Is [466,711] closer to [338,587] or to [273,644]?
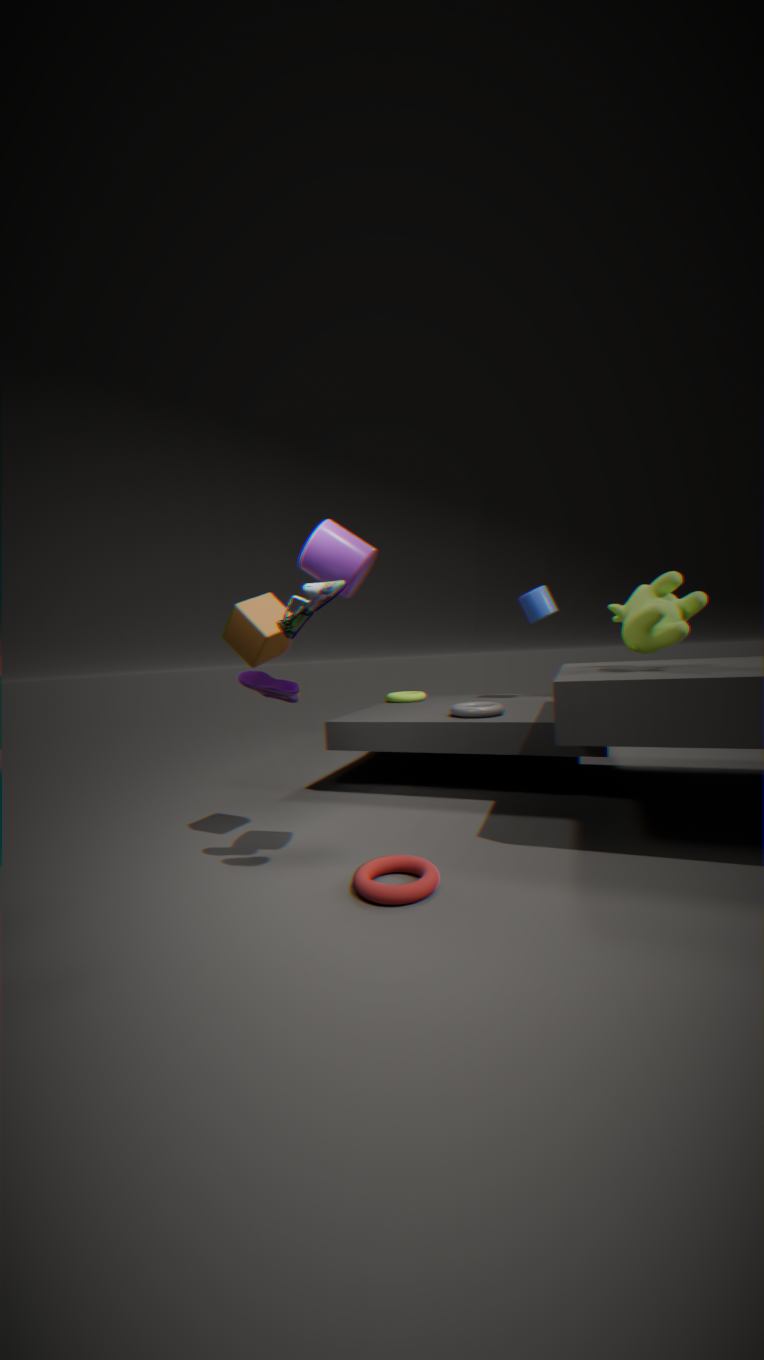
[273,644]
